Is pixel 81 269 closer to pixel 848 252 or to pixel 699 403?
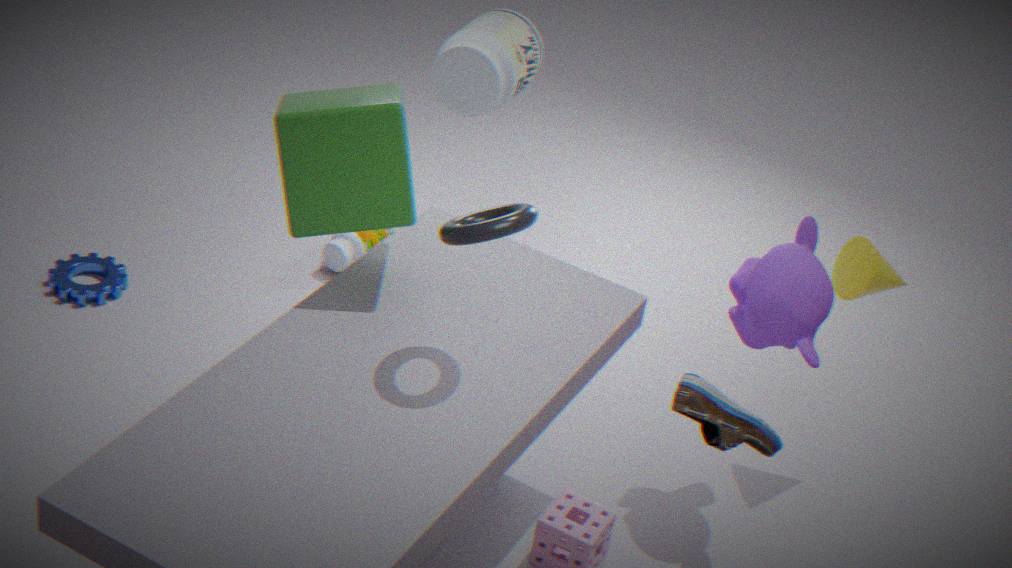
pixel 699 403
